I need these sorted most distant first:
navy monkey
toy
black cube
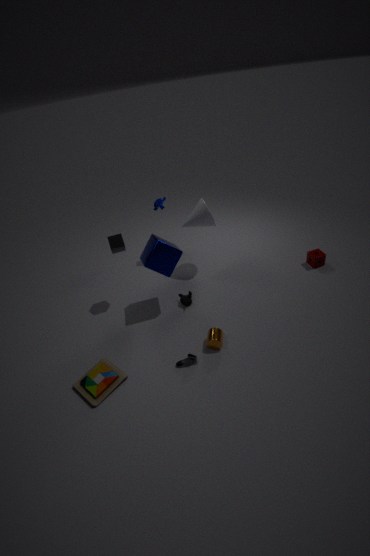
navy monkey → black cube → toy
